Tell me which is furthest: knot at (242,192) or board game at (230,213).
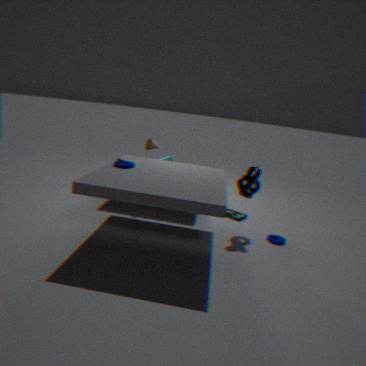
board game at (230,213)
